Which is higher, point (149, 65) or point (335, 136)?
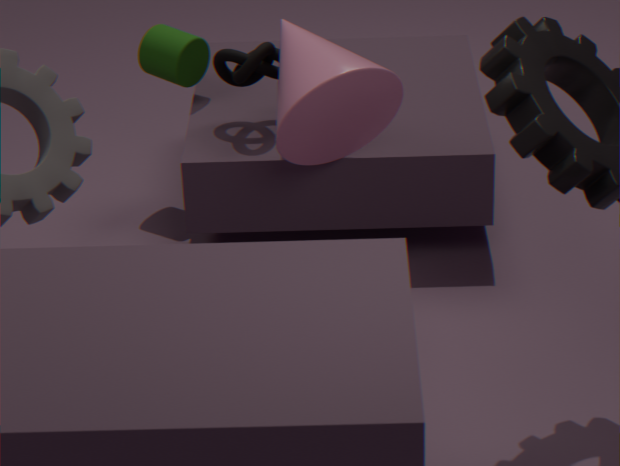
point (335, 136)
